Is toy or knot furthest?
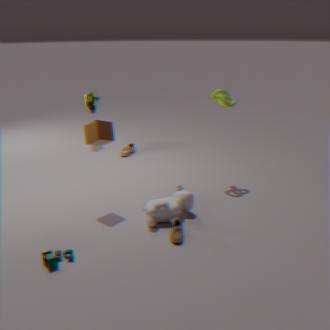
knot
